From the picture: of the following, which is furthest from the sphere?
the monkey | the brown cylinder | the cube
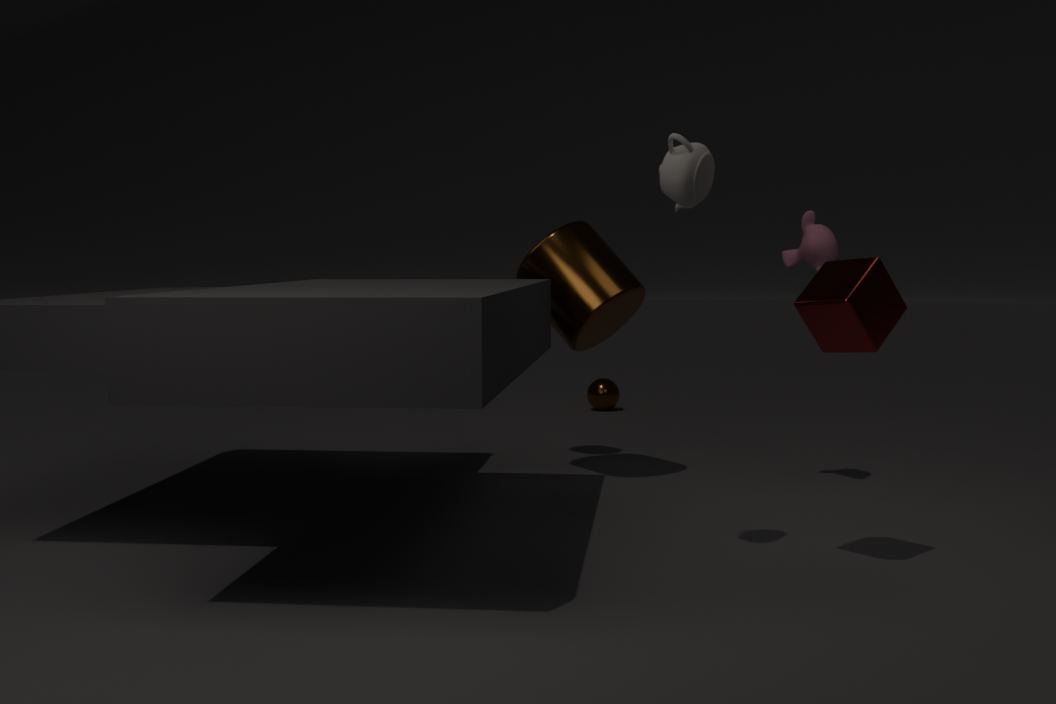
the cube
